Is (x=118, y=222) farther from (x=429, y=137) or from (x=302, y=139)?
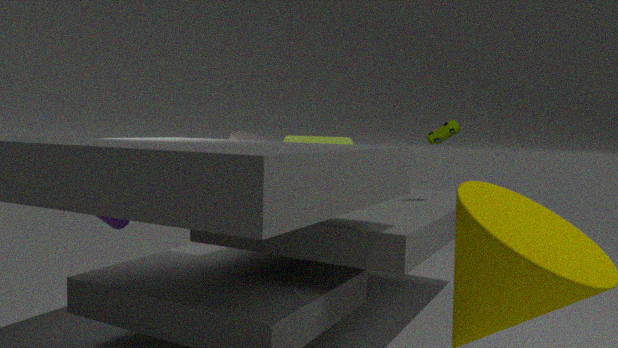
(x=429, y=137)
